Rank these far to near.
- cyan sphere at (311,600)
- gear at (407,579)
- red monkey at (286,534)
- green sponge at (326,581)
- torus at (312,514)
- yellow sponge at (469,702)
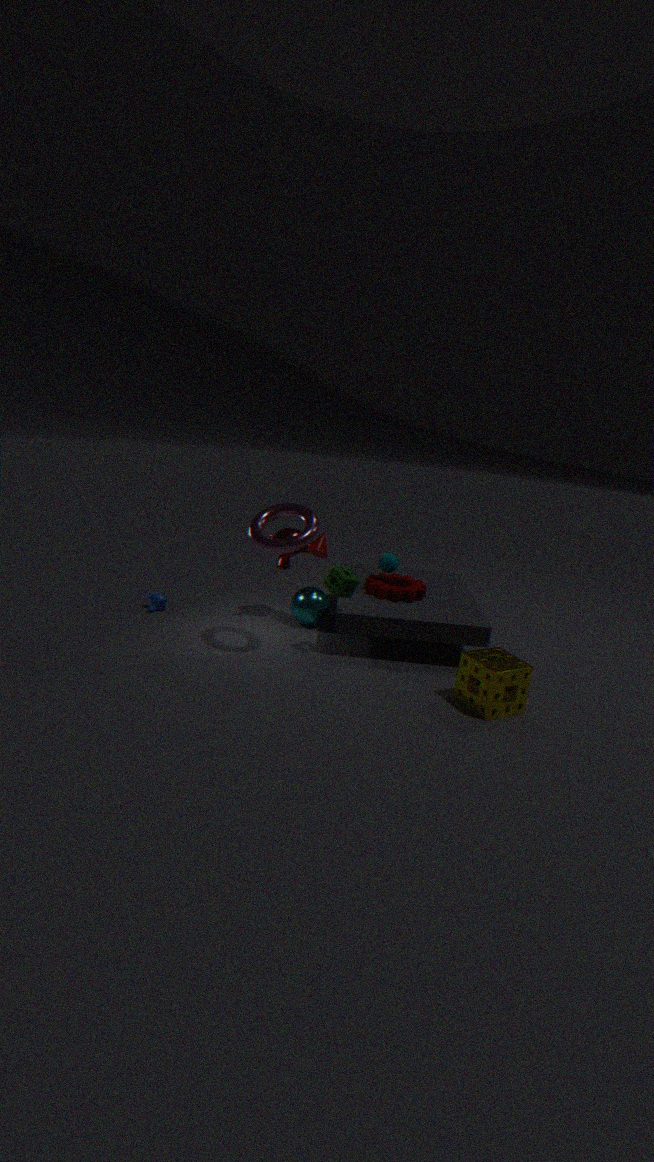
1. cyan sphere at (311,600)
2. red monkey at (286,534)
3. gear at (407,579)
4. green sponge at (326,581)
5. torus at (312,514)
6. yellow sponge at (469,702)
